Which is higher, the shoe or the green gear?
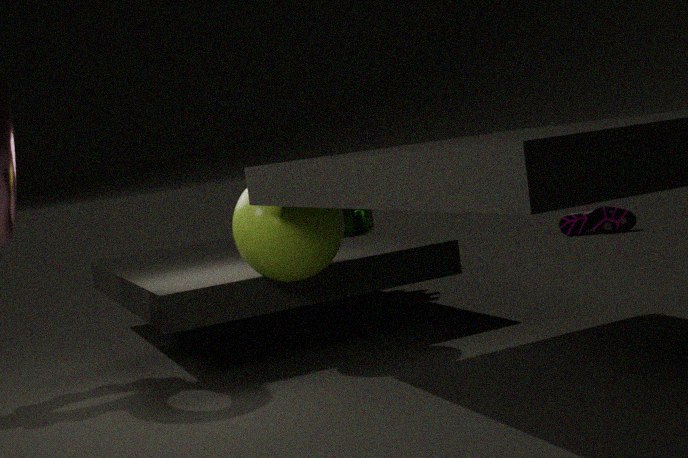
the green gear
